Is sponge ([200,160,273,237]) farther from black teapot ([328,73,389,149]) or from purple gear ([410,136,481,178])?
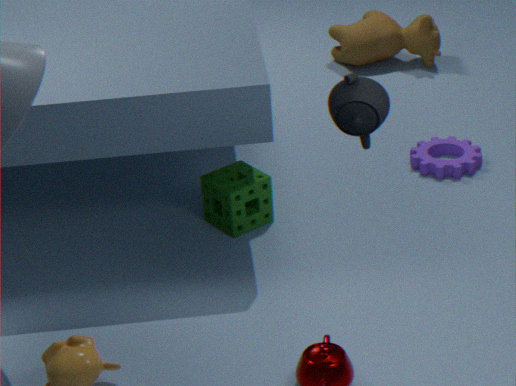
black teapot ([328,73,389,149])
